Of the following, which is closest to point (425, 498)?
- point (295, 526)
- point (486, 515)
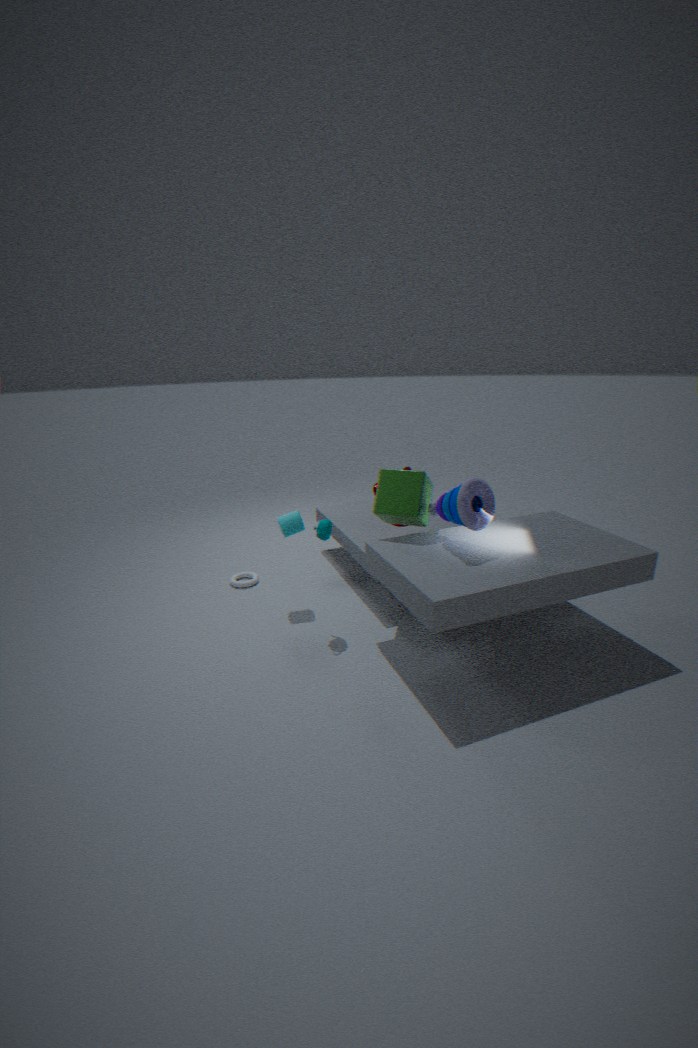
point (486, 515)
